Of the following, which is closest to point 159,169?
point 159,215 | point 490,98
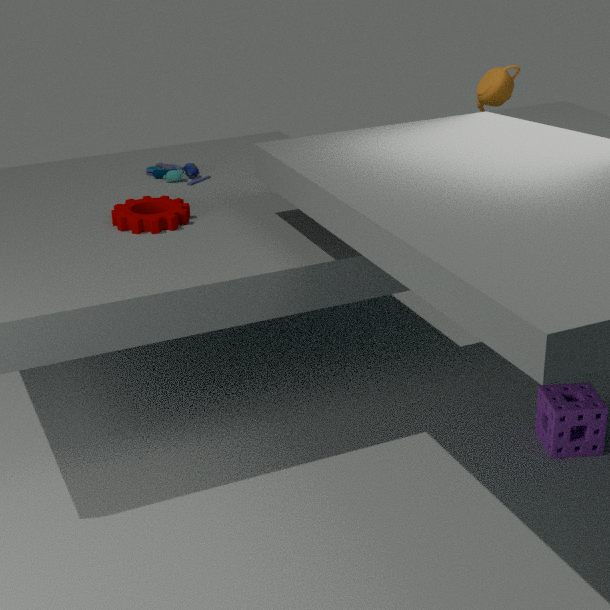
point 159,215
